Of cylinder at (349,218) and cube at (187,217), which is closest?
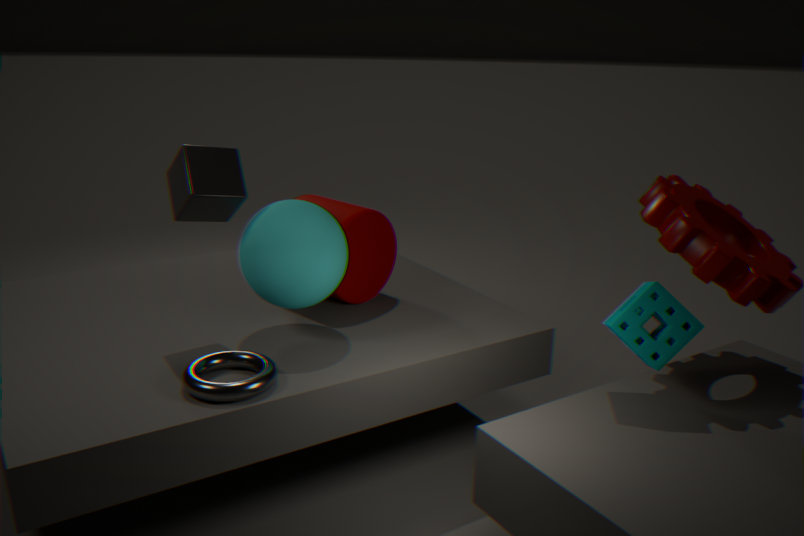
cube at (187,217)
